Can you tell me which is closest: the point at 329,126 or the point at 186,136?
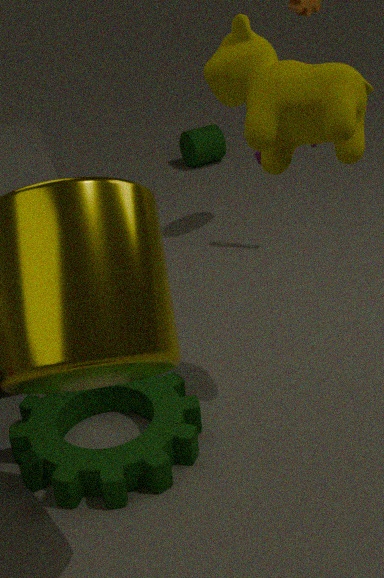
the point at 329,126
